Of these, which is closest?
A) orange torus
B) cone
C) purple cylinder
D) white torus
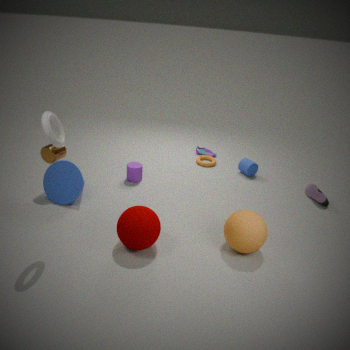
white torus
